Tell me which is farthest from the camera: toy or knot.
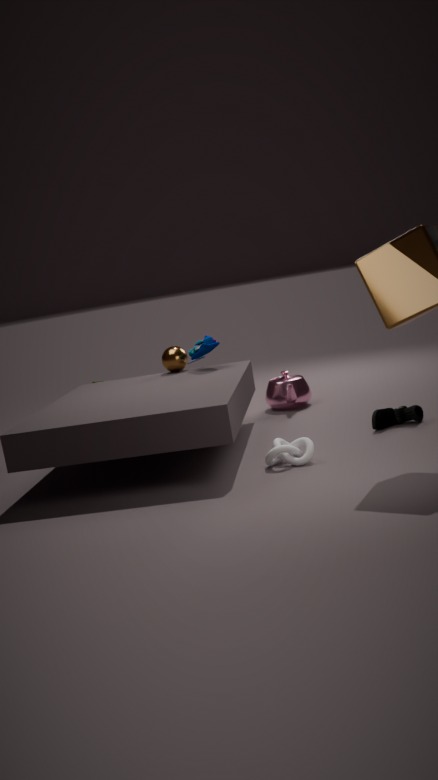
toy
